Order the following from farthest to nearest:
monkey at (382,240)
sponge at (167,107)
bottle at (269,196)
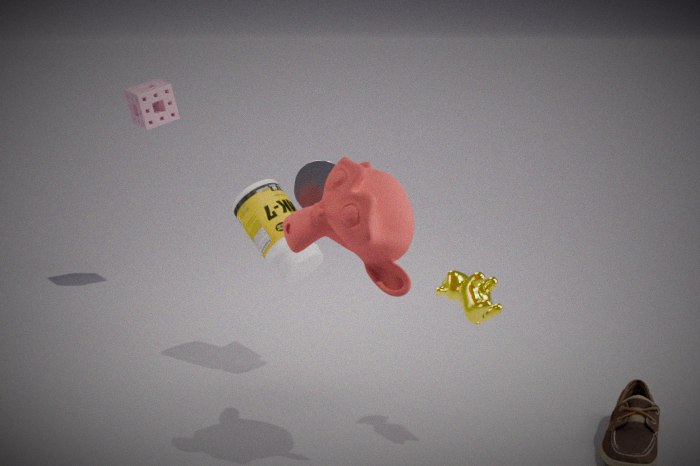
sponge at (167,107) < bottle at (269,196) < monkey at (382,240)
